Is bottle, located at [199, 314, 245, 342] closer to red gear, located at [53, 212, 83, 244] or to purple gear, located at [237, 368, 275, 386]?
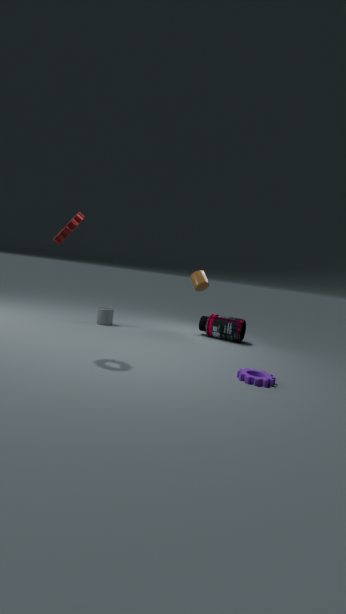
purple gear, located at [237, 368, 275, 386]
